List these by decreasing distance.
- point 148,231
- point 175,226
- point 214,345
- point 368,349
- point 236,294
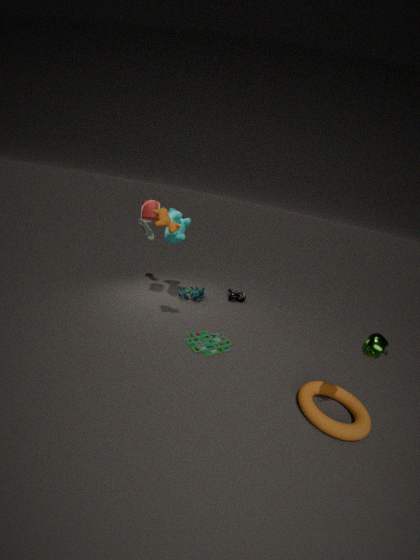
point 236,294
point 148,231
point 214,345
point 175,226
point 368,349
